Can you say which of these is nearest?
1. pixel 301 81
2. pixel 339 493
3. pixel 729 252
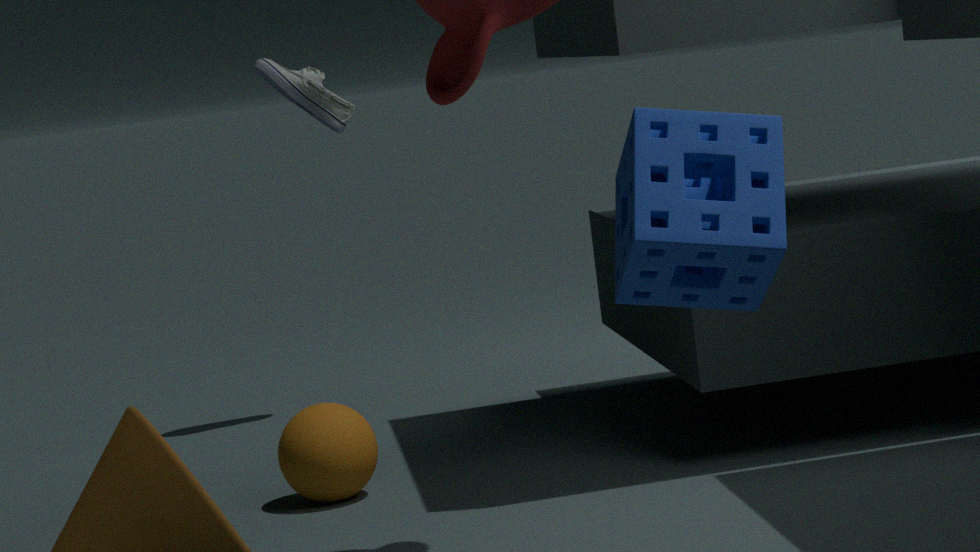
pixel 729 252
